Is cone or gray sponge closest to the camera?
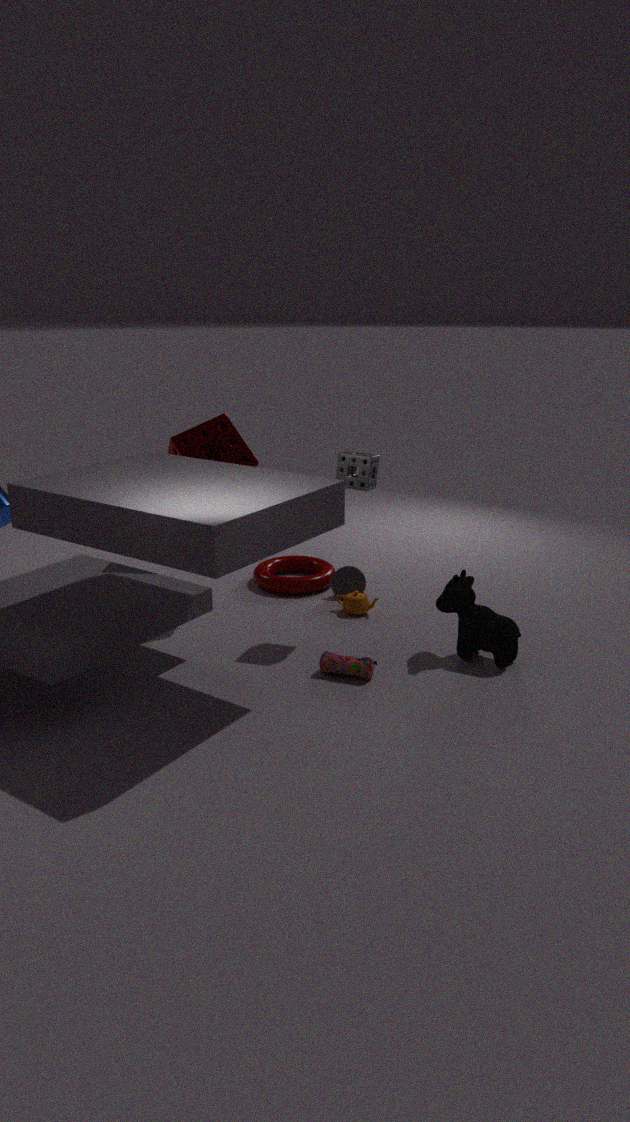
gray sponge
